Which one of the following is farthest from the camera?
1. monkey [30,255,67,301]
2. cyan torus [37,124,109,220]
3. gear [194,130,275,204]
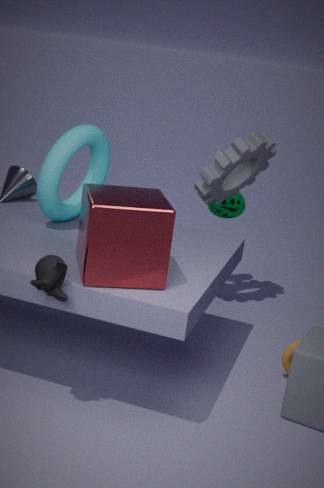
gear [194,130,275,204]
